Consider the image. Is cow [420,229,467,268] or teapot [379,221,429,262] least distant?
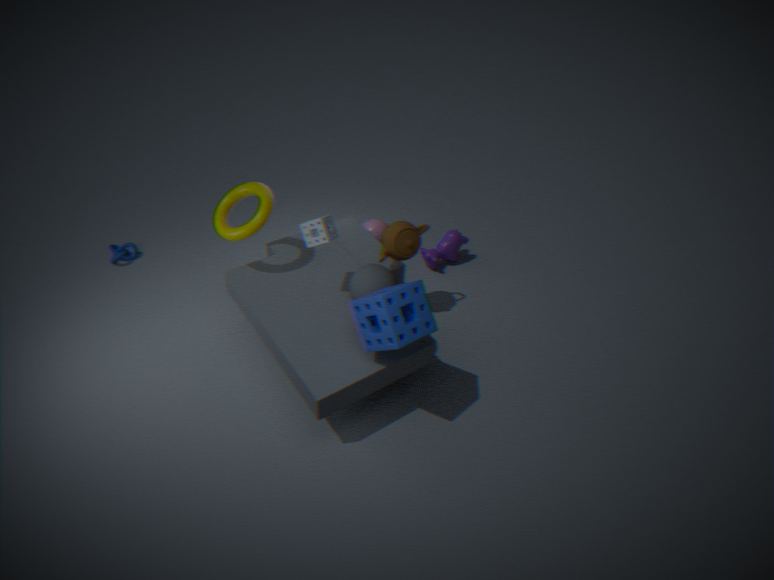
teapot [379,221,429,262]
